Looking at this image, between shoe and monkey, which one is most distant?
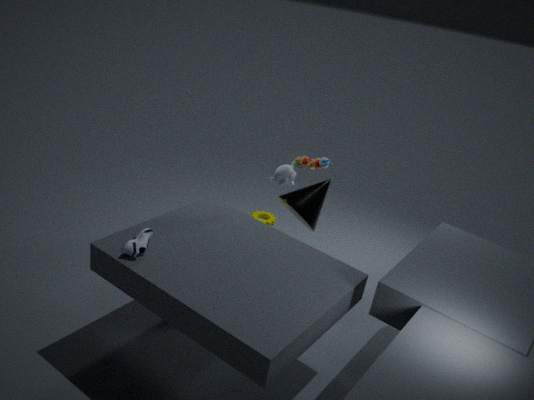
monkey
